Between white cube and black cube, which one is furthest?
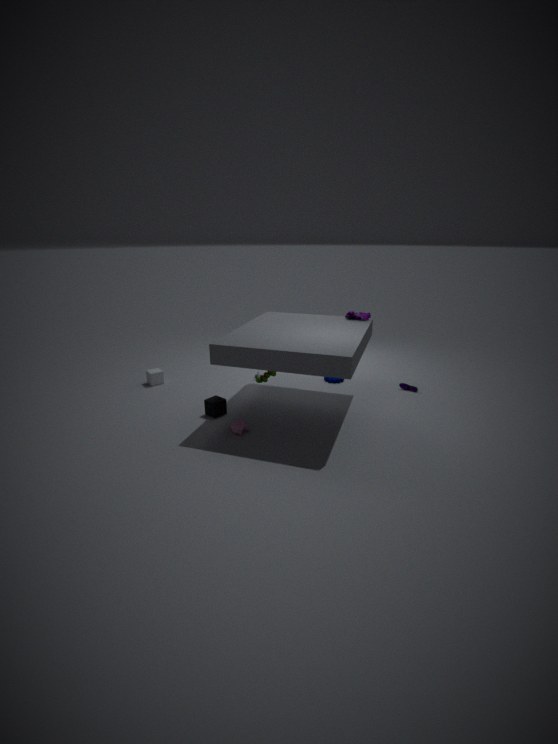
white cube
